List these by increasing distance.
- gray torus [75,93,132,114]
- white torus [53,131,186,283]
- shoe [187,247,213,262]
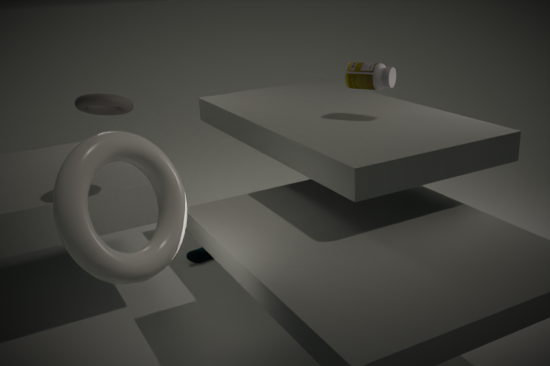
white torus [53,131,186,283], gray torus [75,93,132,114], shoe [187,247,213,262]
